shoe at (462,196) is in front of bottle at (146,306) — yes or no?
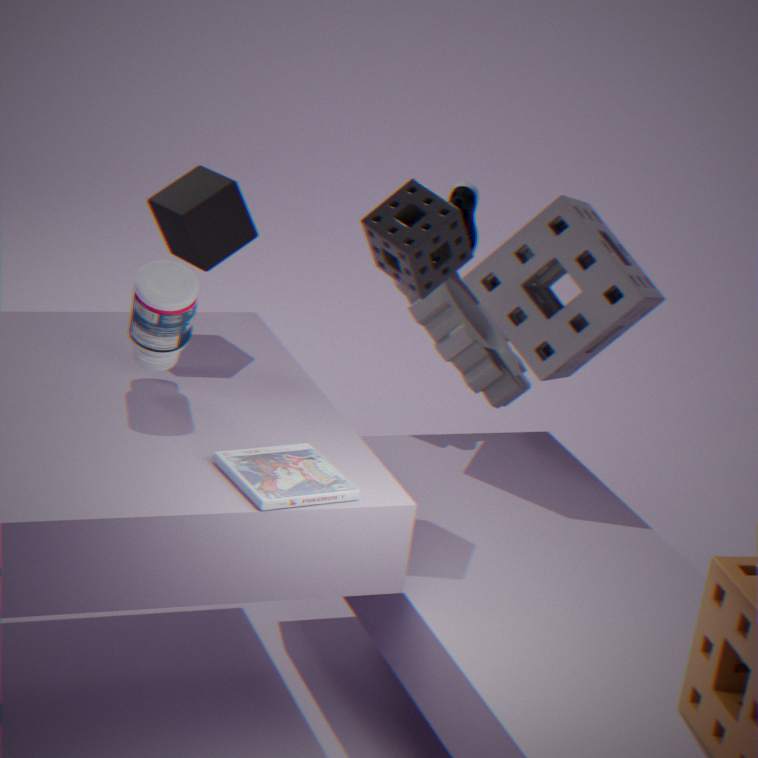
No
